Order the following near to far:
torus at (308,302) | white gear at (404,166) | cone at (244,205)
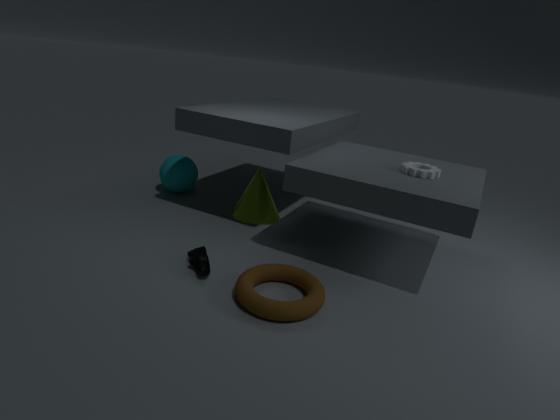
torus at (308,302) < white gear at (404,166) < cone at (244,205)
